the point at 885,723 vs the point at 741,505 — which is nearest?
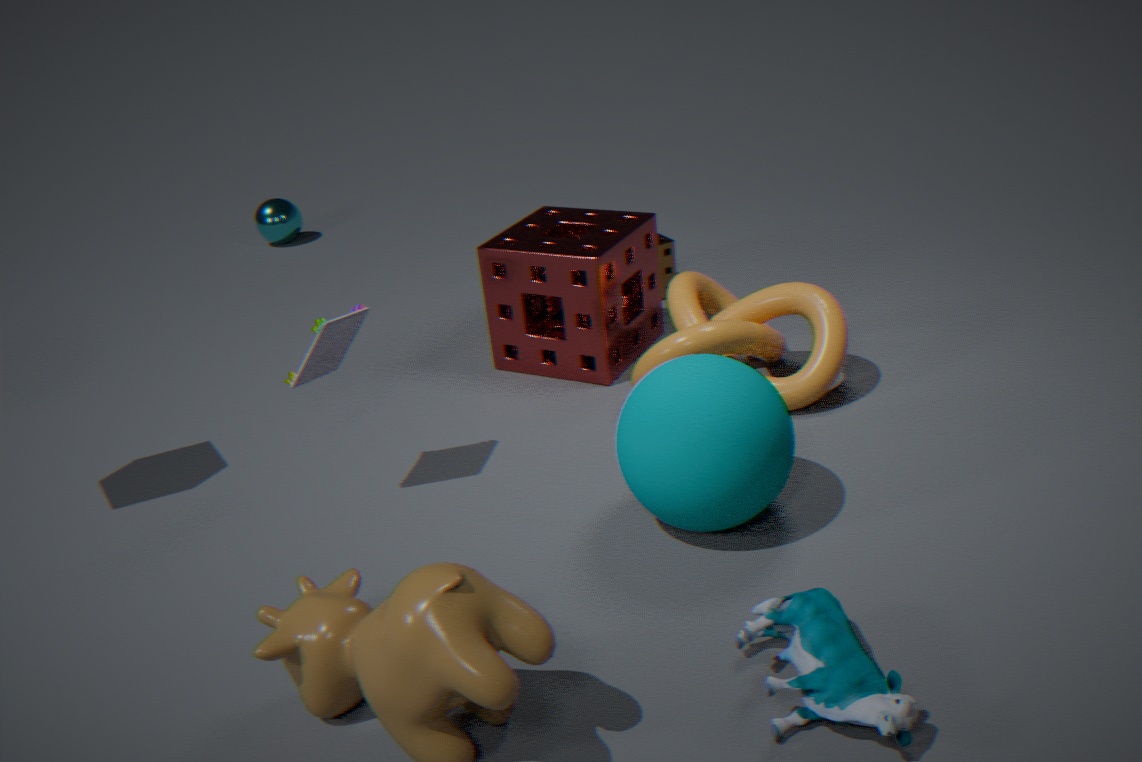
the point at 885,723
